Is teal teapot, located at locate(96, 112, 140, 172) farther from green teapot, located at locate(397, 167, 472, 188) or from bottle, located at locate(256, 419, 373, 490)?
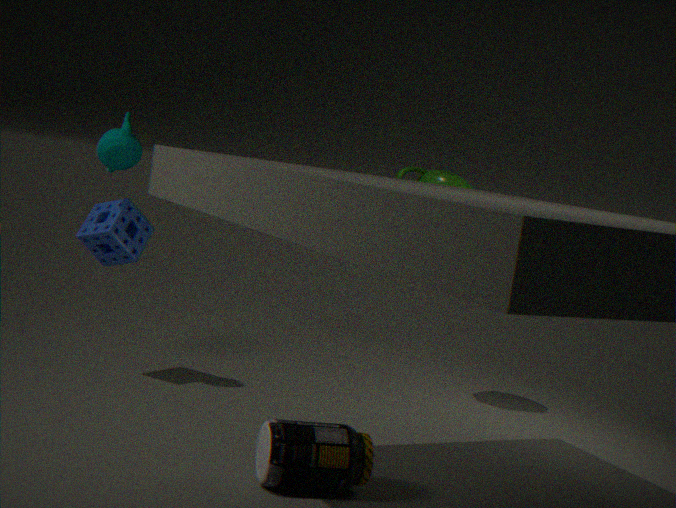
bottle, located at locate(256, 419, 373, 490)
